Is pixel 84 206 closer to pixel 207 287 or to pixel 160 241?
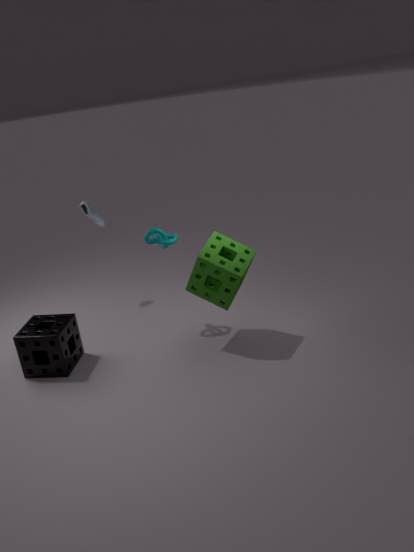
pixel 160 241
